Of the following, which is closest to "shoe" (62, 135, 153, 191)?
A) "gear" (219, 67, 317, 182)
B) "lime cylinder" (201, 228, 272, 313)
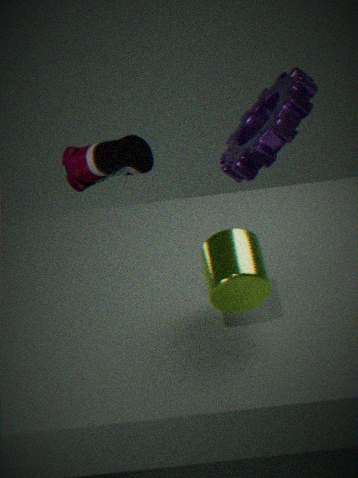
"gear" (219, 67, 317, 182)
